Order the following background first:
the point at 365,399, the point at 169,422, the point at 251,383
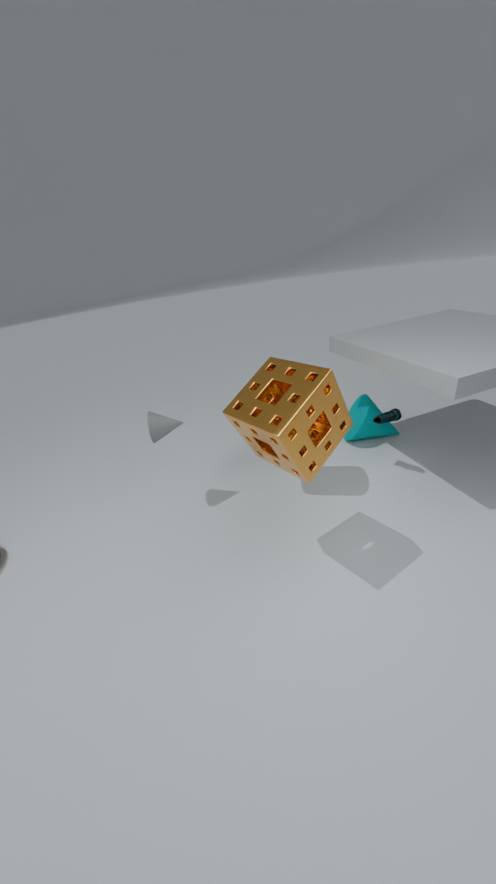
the point at 365,399, the point at 169,422, the point at 251,383
